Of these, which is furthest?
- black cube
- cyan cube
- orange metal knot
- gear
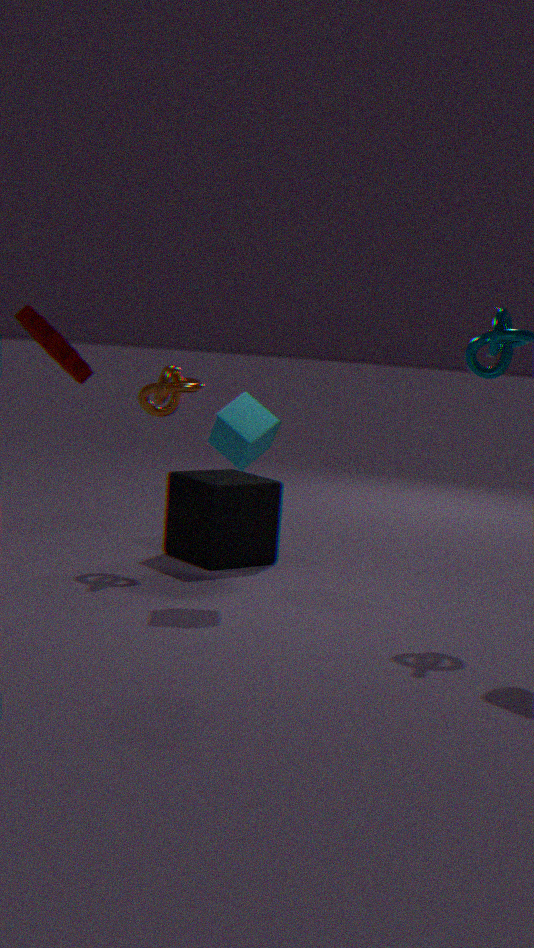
black cube
